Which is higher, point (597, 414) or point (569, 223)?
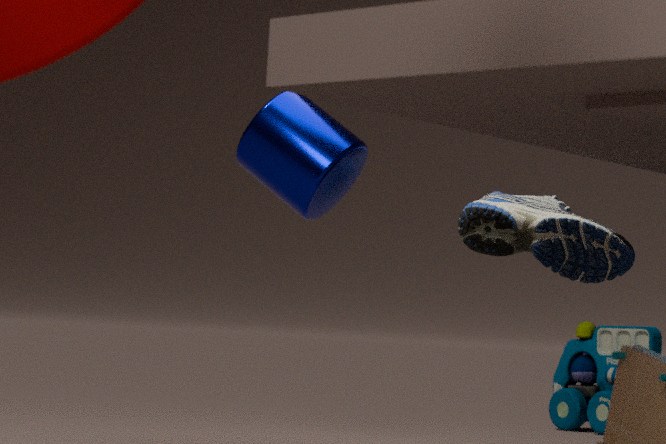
point (569, 223)
